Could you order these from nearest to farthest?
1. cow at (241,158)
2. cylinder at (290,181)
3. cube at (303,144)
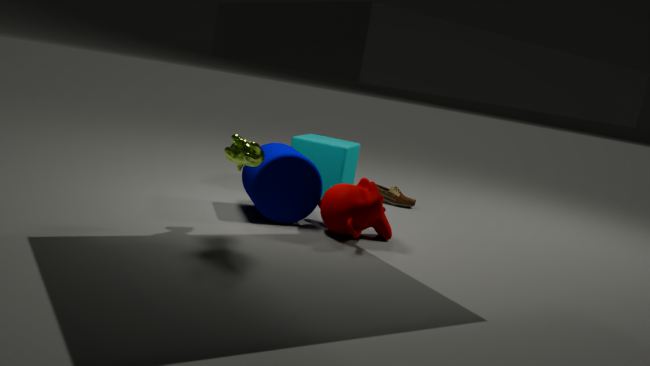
cow at (241,158) → cylinder at (290,181) → cube at (303,144)
